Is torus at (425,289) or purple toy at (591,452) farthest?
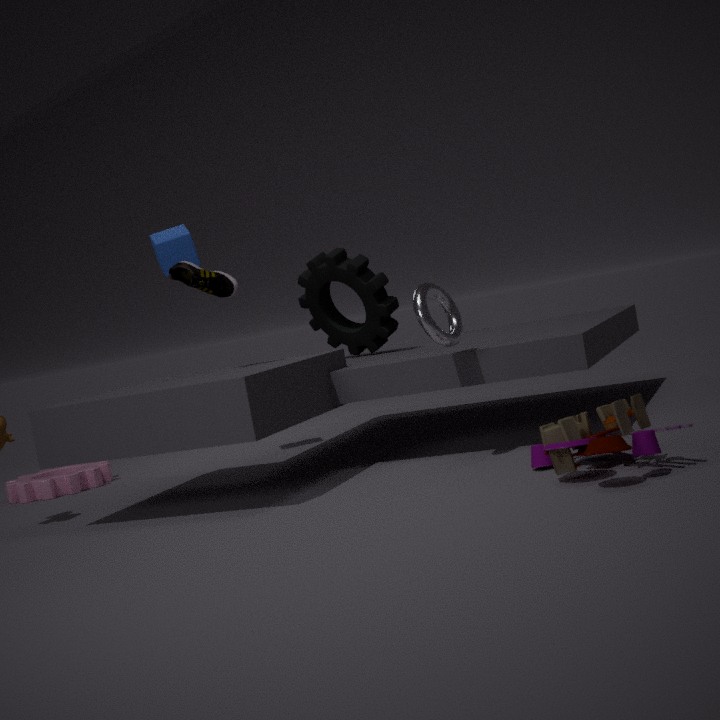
torus at (425,289)
